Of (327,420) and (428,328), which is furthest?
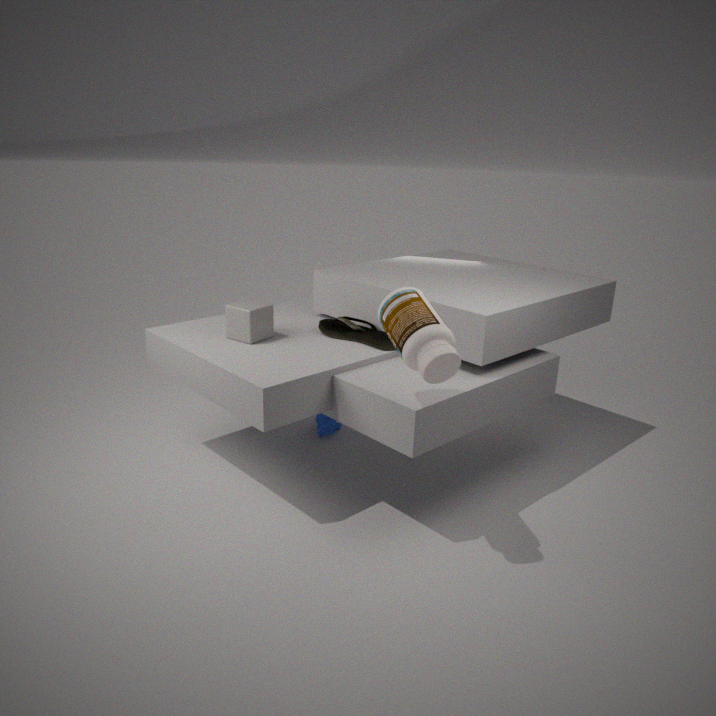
(327,420)
